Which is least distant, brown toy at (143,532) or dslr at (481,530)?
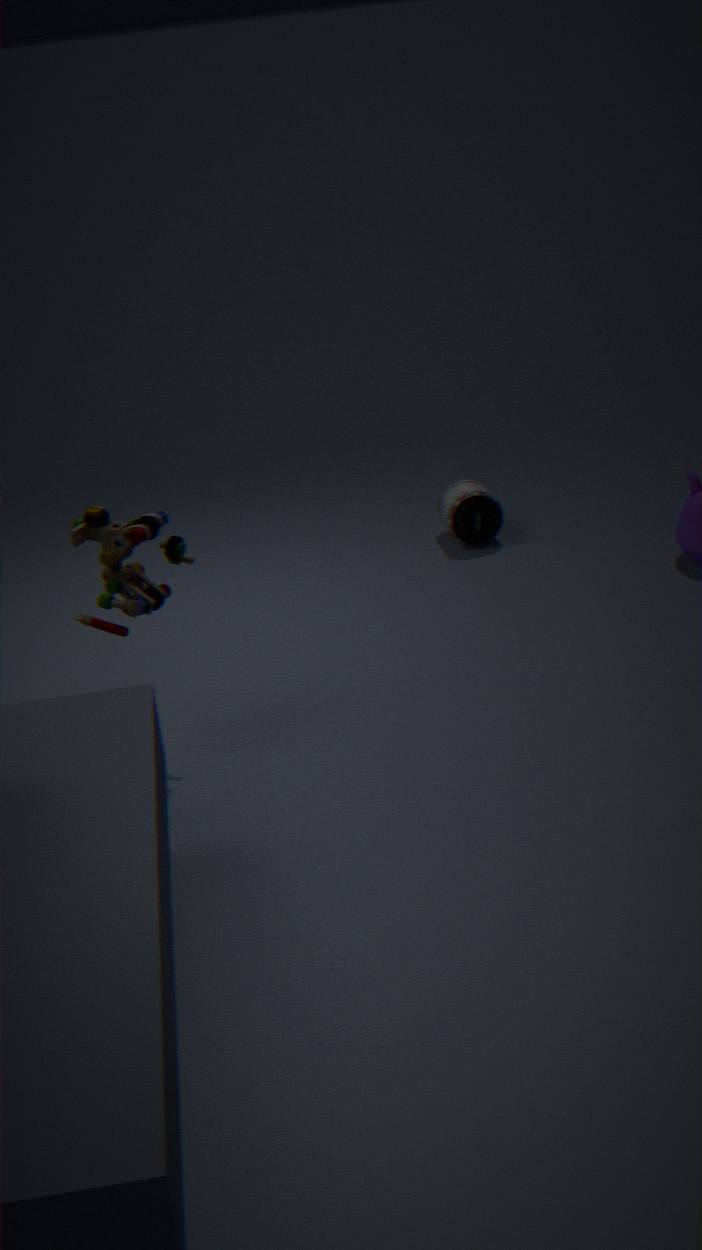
brown toy at (143,532)
